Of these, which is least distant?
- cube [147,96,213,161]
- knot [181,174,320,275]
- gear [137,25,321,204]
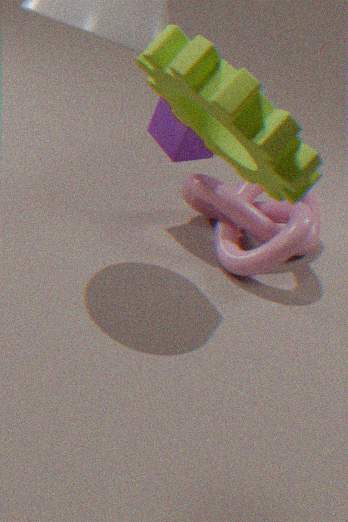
gear [137,25,321,204]
